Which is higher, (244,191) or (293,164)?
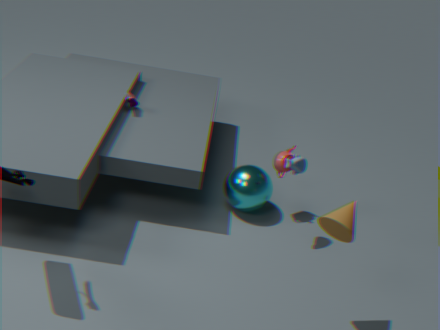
(293,164)
